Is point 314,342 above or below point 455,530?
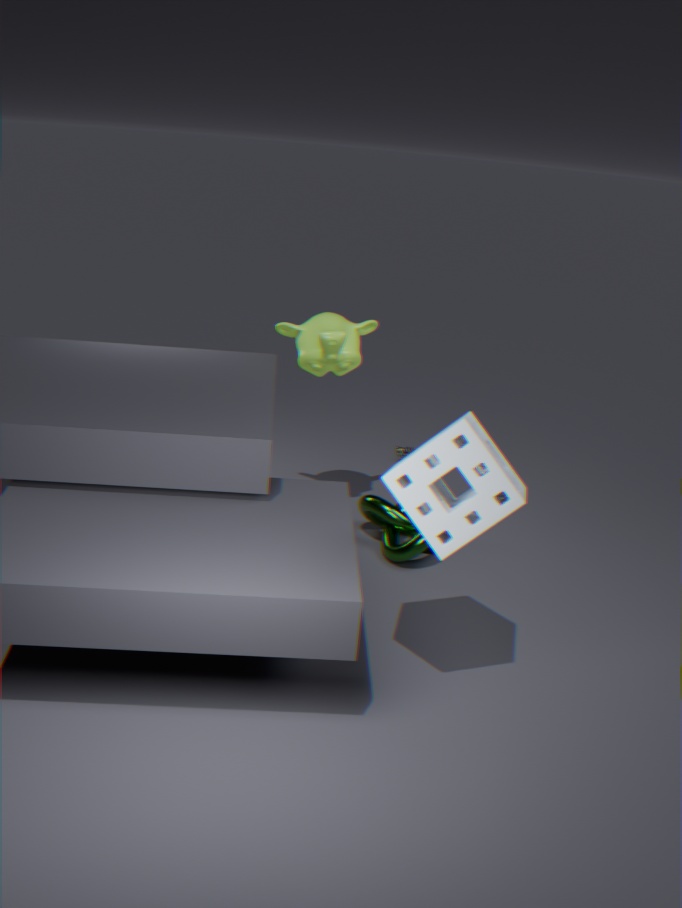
above
